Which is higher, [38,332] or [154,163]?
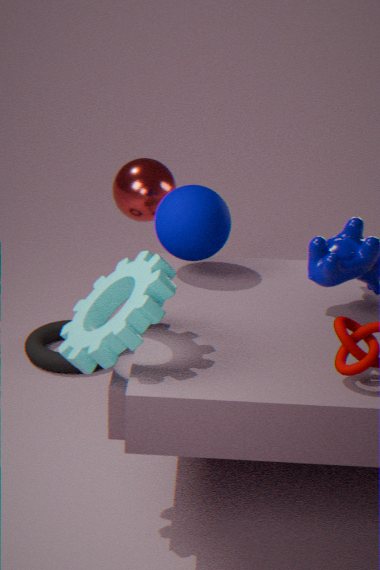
[154,163]
